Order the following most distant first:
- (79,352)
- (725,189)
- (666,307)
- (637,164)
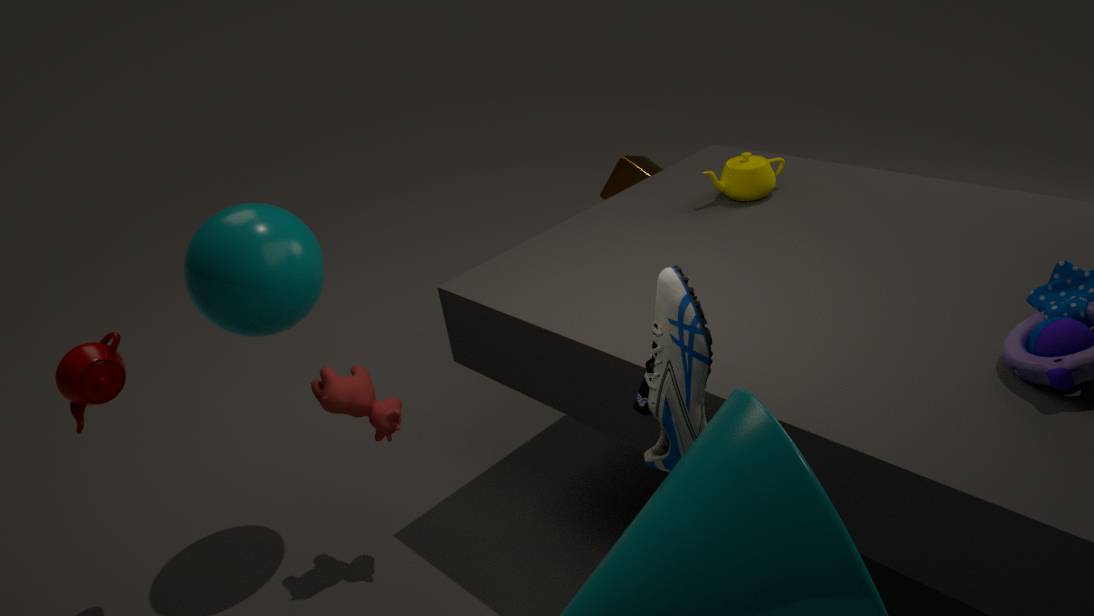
(637,164) < (725,189) < (79,352) < (666,307)
